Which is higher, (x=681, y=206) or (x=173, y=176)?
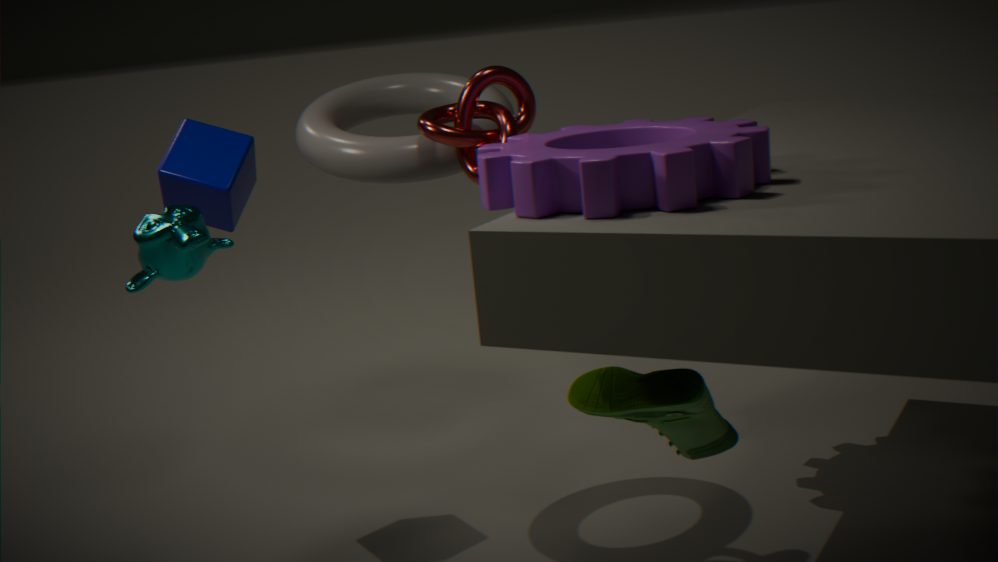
(x=681, y=206)
